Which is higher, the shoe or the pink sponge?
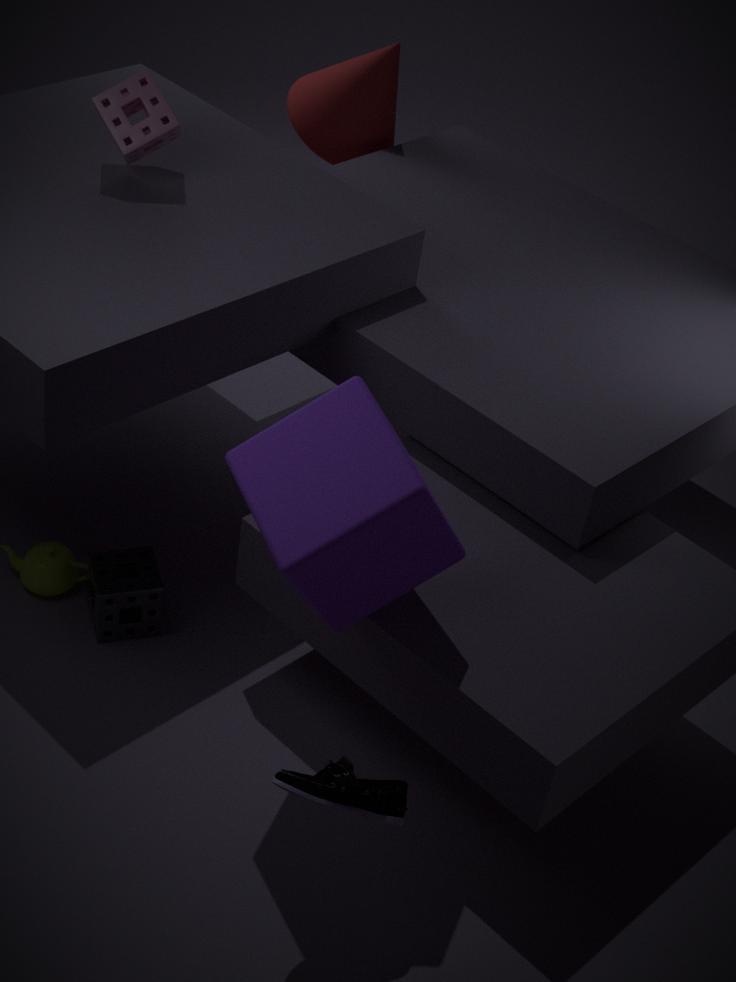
the pink sponge
